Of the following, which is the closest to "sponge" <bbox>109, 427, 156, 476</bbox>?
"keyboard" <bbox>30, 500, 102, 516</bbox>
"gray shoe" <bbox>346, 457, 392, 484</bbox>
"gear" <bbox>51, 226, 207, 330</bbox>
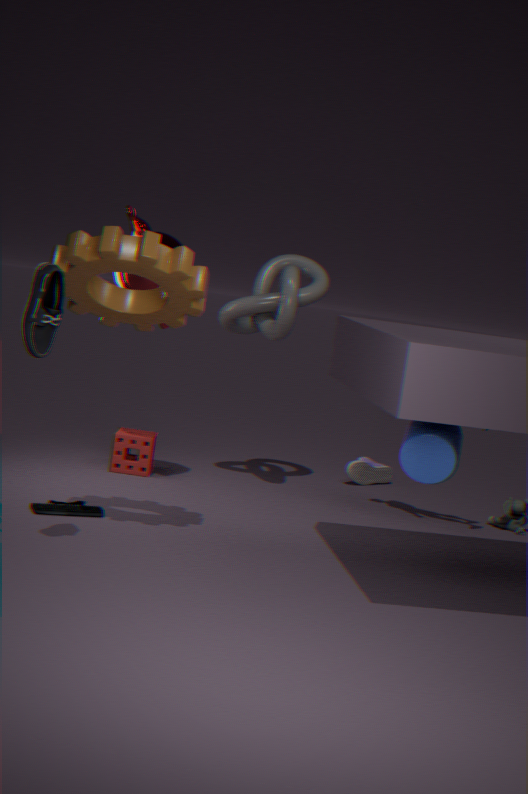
"keyboard" <bbox>30, 500, 102, 516</bbox>
